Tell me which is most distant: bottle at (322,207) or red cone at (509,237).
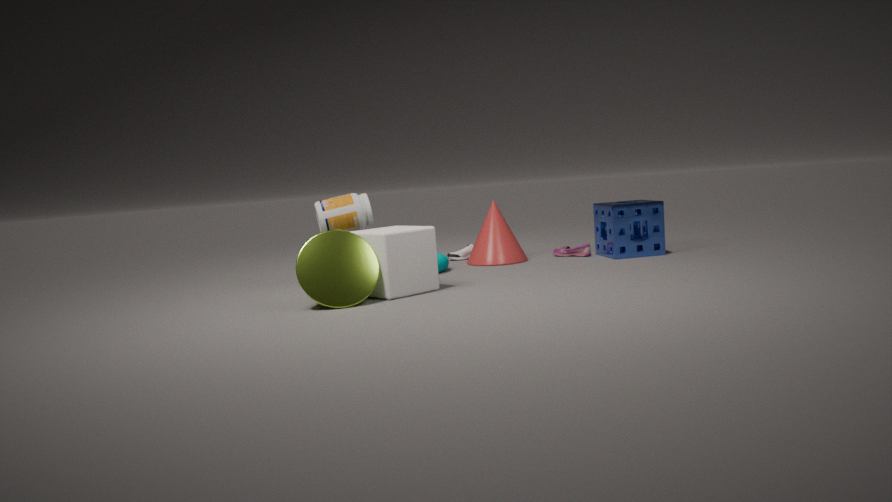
red cone at (509,237)
